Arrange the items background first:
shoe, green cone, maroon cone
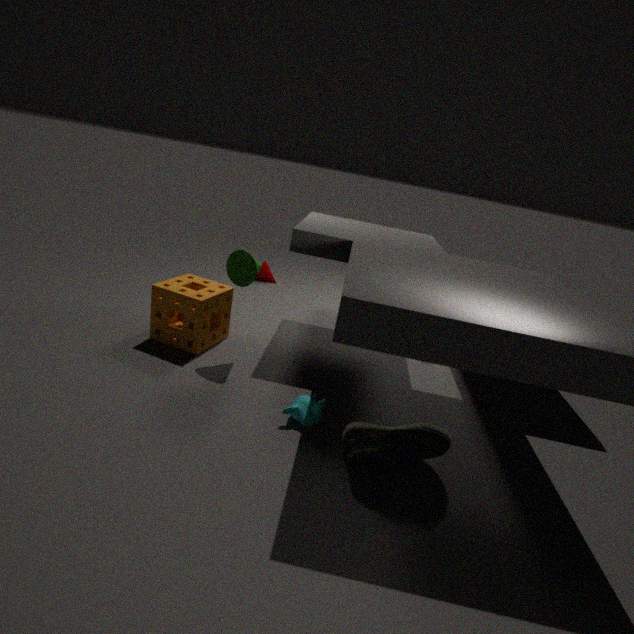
maroon cone, green cone, shoe
